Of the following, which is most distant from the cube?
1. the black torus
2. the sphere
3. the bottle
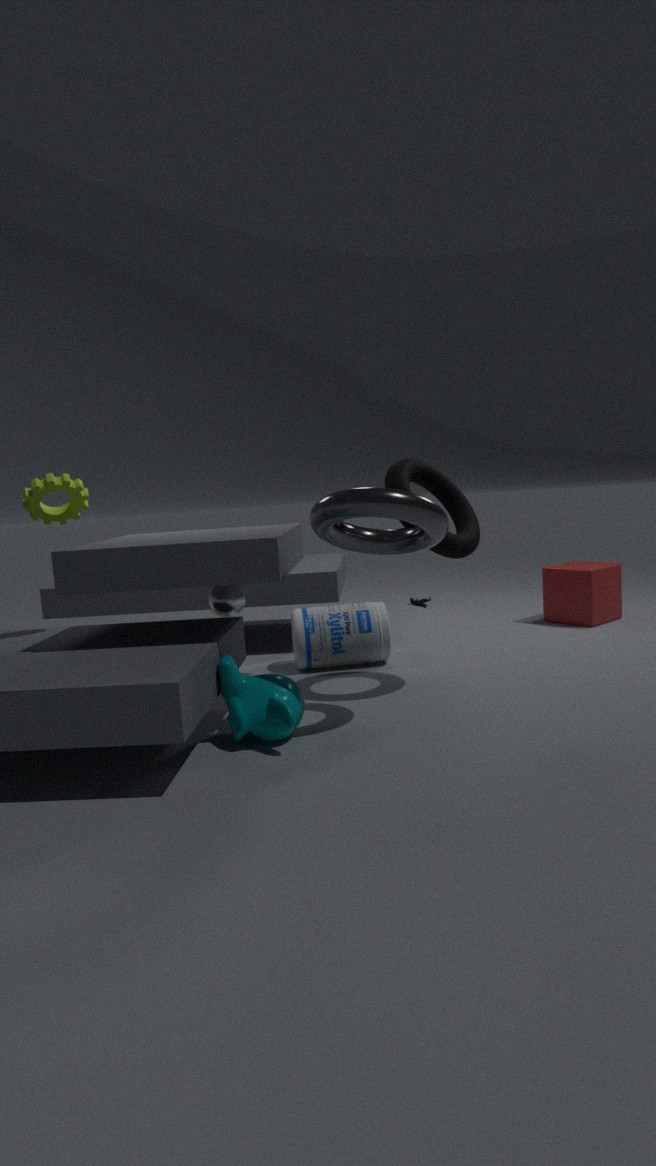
the sphere
